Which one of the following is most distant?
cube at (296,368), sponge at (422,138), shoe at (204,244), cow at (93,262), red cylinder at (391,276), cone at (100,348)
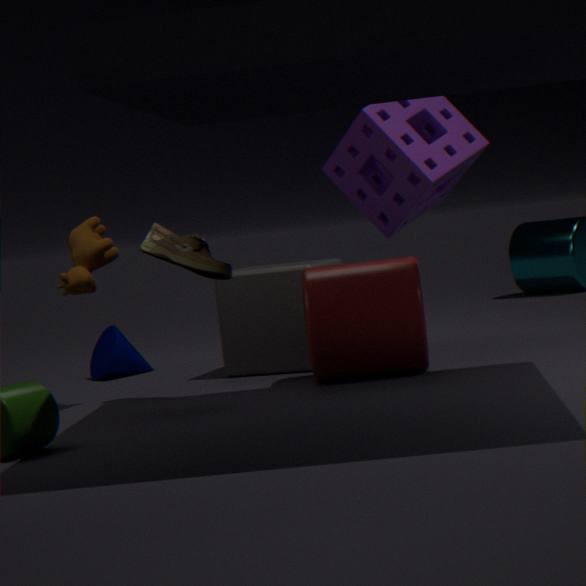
cone at (100,348)
